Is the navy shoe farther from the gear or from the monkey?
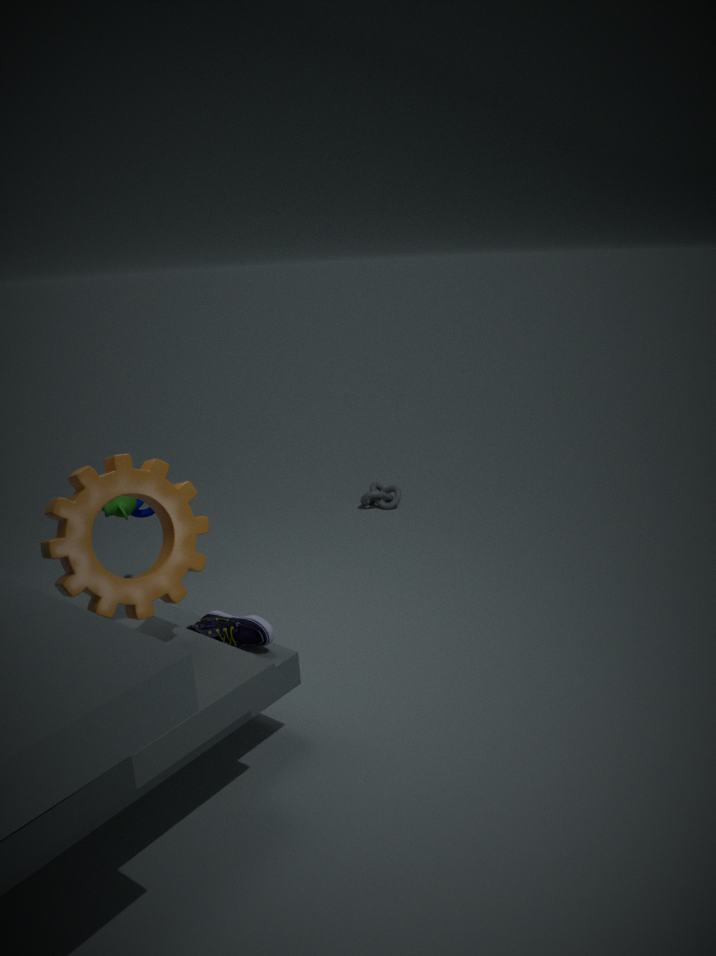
the monkey
